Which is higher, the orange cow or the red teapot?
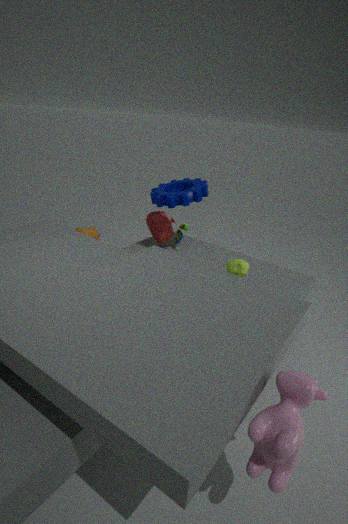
the red teapot
